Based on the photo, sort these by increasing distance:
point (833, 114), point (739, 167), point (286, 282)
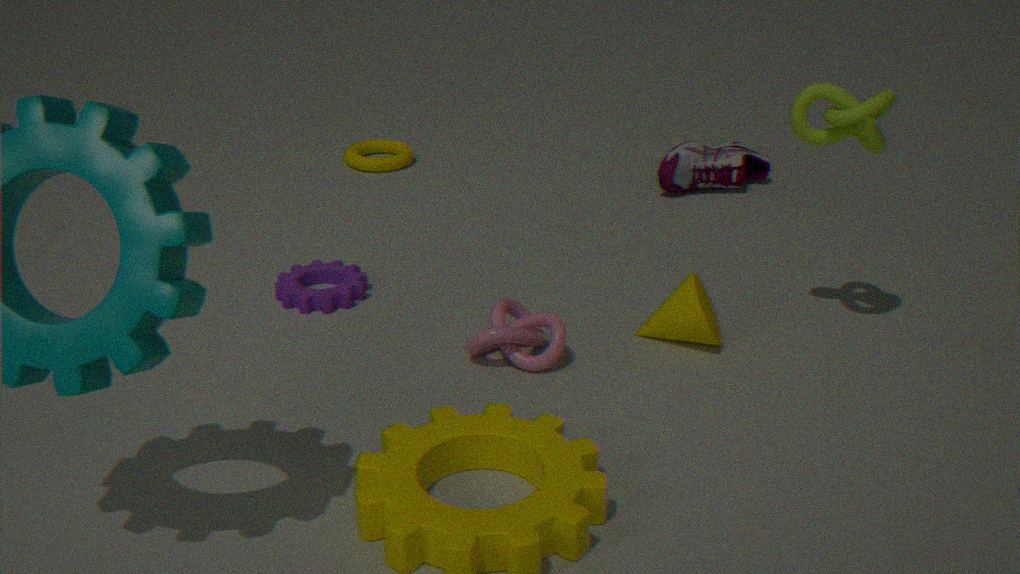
point (833, 114)
point (286, 282)
point (739, 167)
